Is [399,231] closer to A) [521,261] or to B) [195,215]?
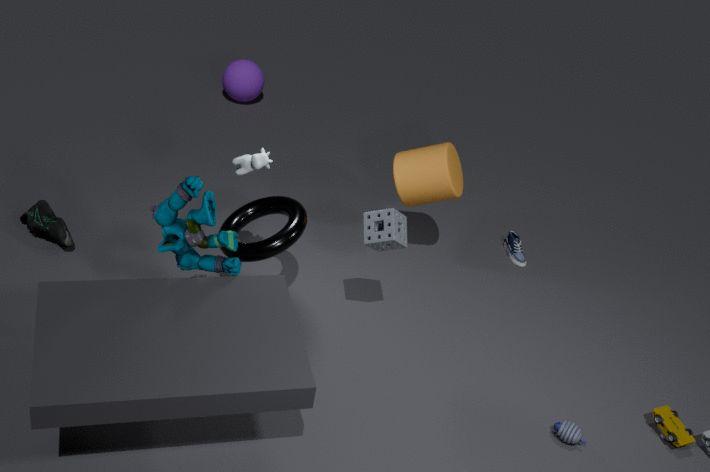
B) [195,215]
